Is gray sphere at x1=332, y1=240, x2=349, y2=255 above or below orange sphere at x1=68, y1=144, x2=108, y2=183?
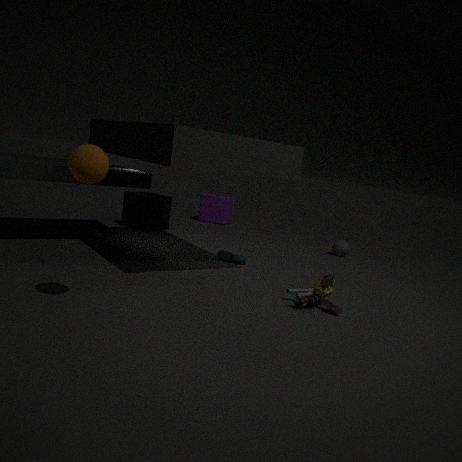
below
